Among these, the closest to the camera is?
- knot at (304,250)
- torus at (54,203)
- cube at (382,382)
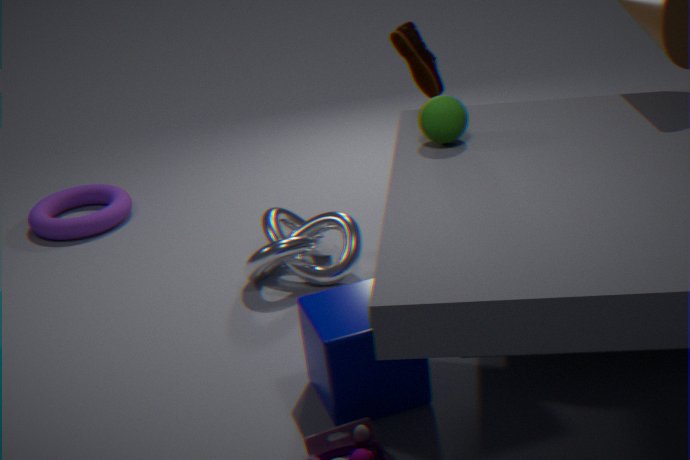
cube at (382,382)
